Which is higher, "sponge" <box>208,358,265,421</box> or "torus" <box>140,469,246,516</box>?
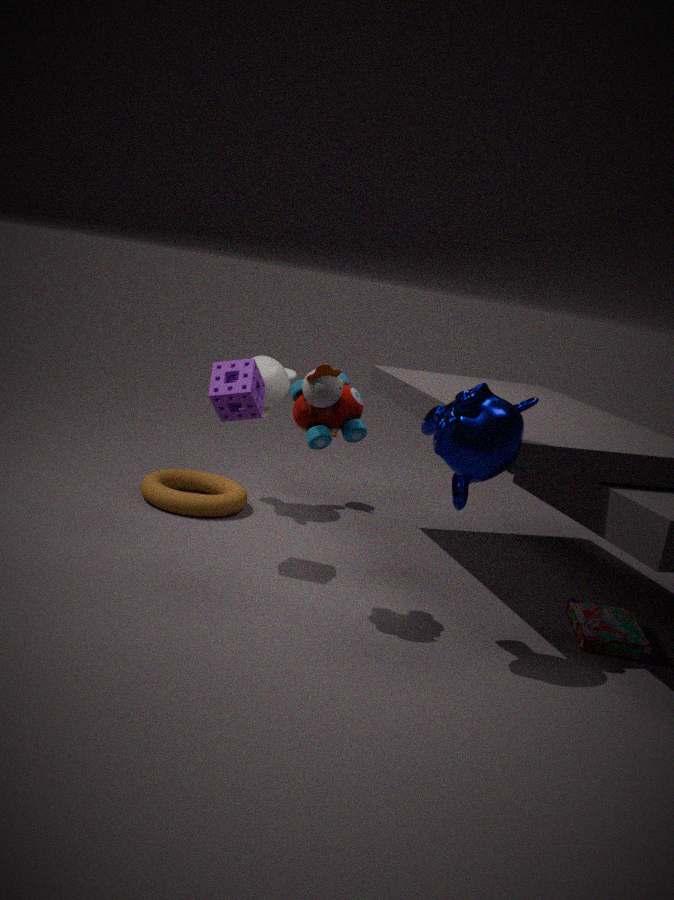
"sponge" <box>208,358,265,421</box>
